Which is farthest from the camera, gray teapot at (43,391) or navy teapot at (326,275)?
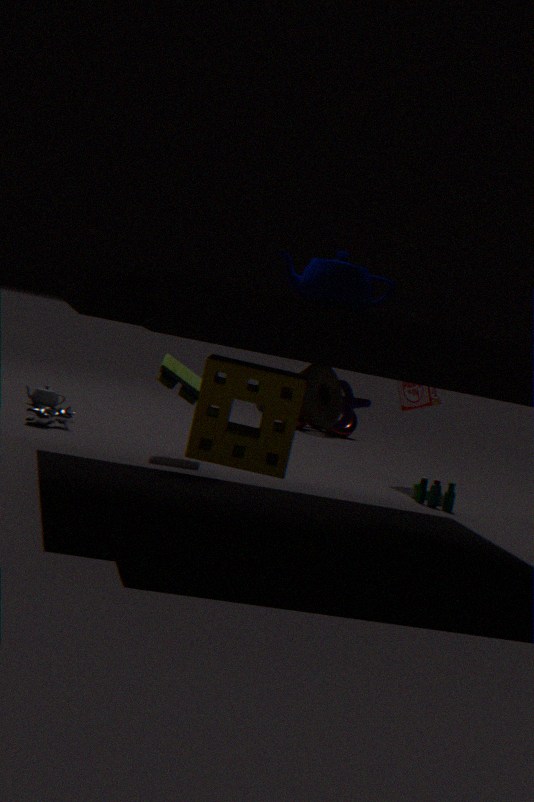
Answer: gray teapot at (43,391)
